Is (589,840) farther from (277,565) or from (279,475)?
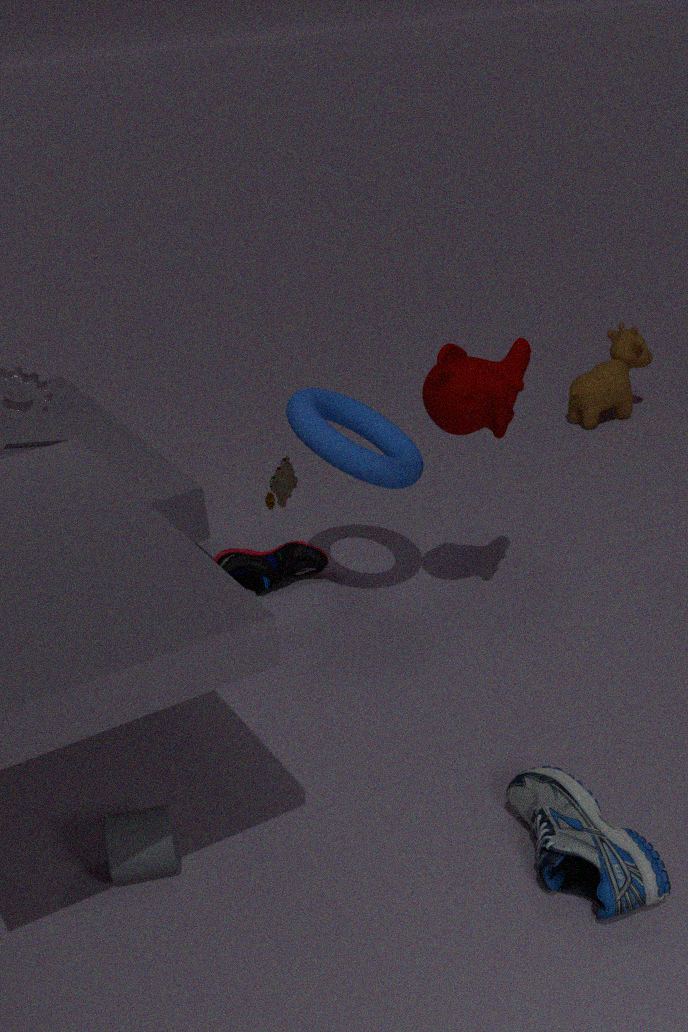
(277,565)
